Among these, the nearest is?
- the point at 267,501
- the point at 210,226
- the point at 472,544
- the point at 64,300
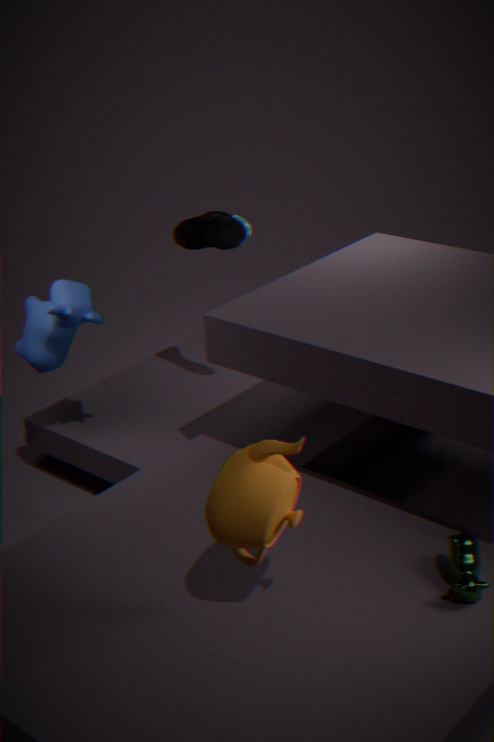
the point at 267,501
